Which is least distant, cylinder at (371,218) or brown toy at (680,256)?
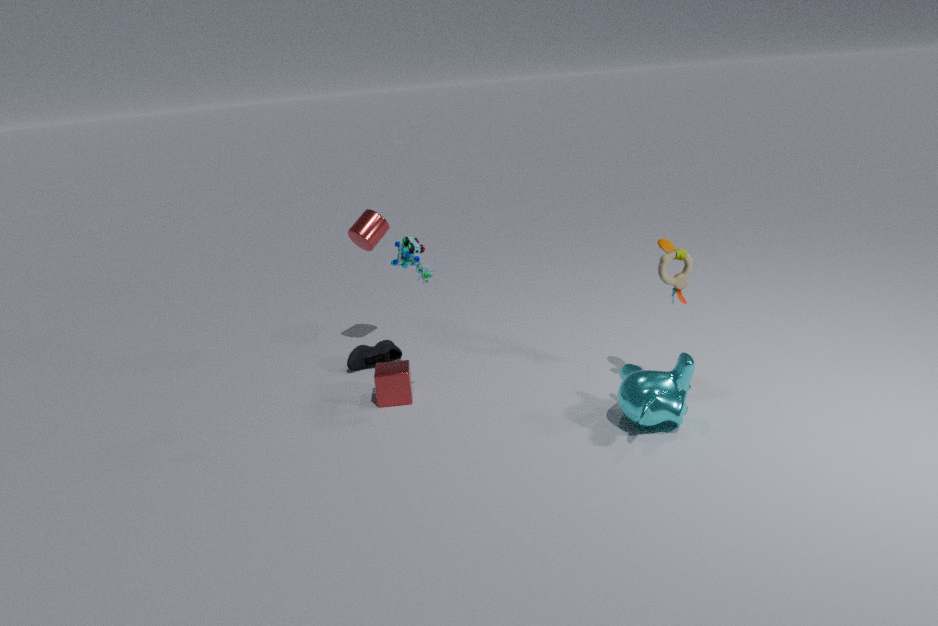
brown toy at (680,256)
